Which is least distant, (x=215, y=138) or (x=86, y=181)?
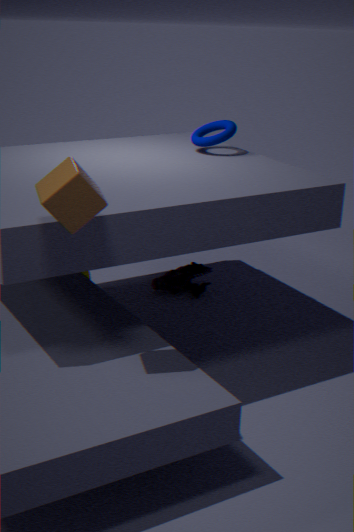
(x=86, y=181)
